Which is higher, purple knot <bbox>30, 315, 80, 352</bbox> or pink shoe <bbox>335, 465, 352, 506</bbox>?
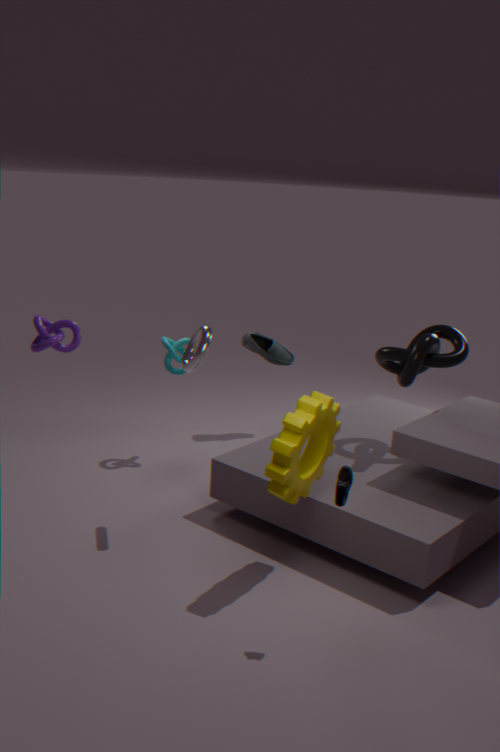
purple knot <bbox>30, 315, 80, 352</bbox>
